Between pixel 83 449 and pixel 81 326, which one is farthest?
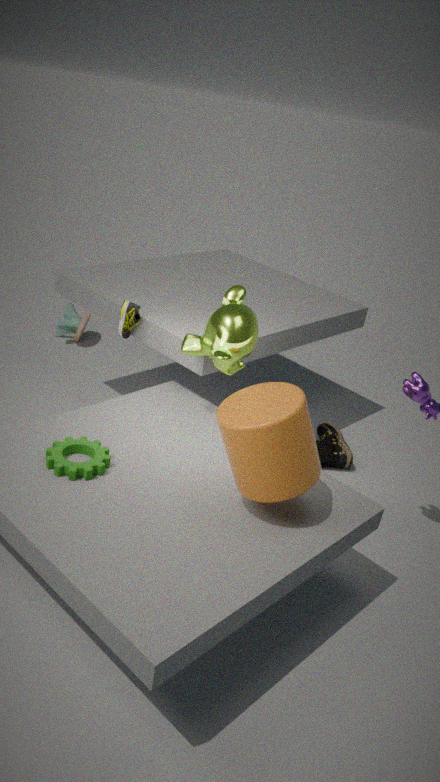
pixel 81 326
